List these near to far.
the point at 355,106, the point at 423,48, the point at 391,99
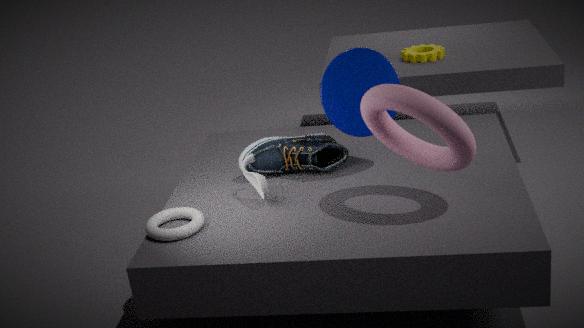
the point at 391,99, the point at 355,106, the point at 423,48
